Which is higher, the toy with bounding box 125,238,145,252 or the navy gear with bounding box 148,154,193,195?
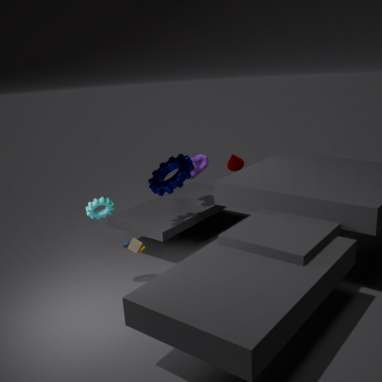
the navy gear with bounding box 148,154,193,195
